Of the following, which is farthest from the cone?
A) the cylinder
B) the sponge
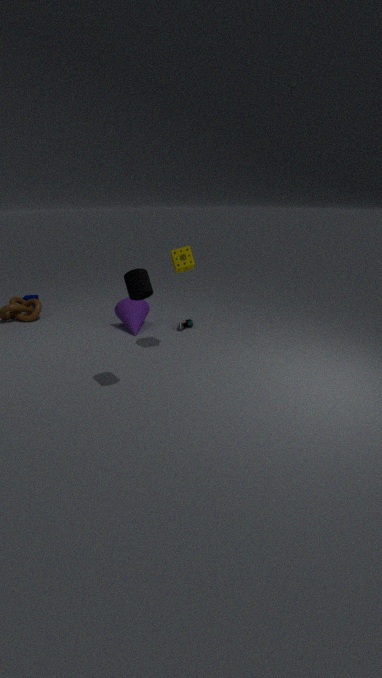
the cylinder
